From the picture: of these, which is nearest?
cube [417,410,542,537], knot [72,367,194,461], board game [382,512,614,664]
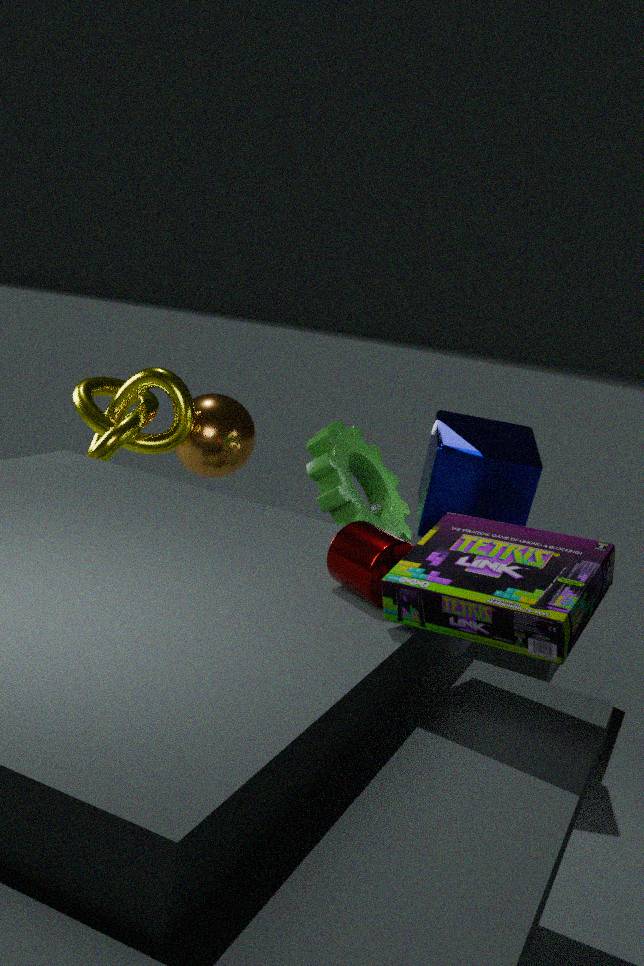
board game [382,512,614,664]
